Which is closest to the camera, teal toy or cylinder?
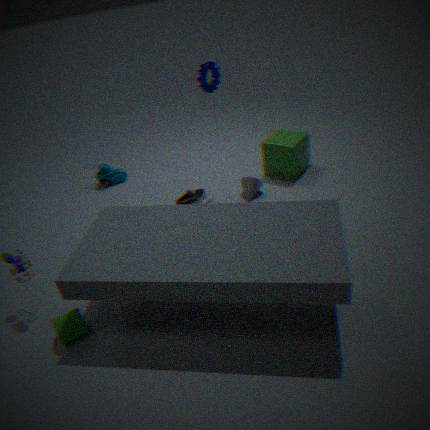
cylinder
